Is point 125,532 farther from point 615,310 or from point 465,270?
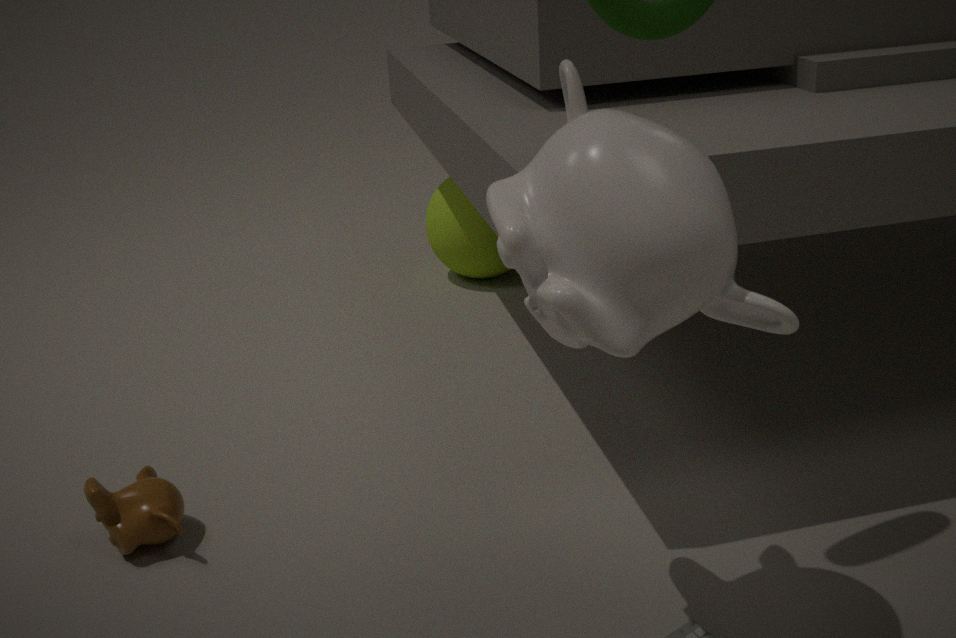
point 465,270
